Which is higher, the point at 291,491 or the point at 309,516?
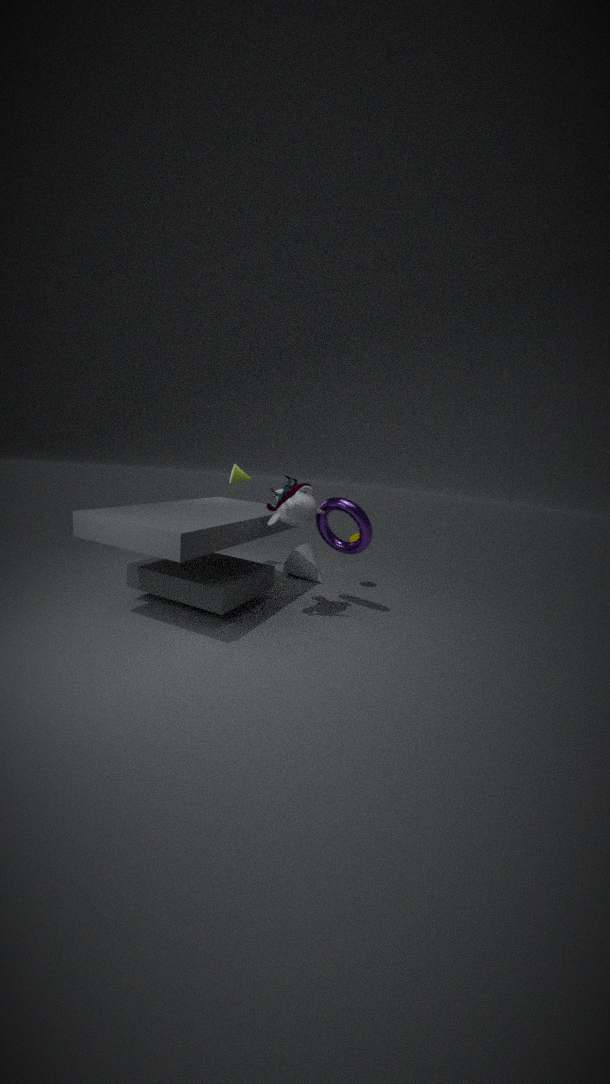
the point at 291,491
